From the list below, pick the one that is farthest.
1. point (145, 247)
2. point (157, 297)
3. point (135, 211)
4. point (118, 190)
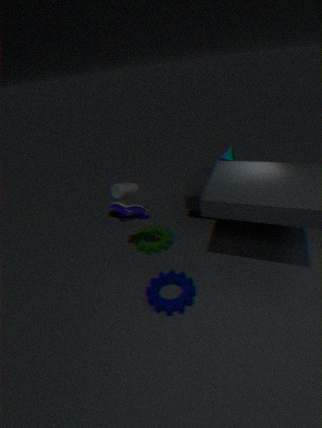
point (118, 190)
